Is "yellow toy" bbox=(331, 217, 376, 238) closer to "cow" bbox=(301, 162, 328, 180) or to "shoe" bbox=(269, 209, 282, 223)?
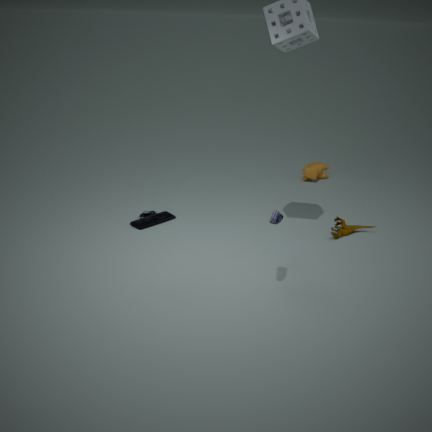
"shoe" bbox=(269, 209, 282, 223)
